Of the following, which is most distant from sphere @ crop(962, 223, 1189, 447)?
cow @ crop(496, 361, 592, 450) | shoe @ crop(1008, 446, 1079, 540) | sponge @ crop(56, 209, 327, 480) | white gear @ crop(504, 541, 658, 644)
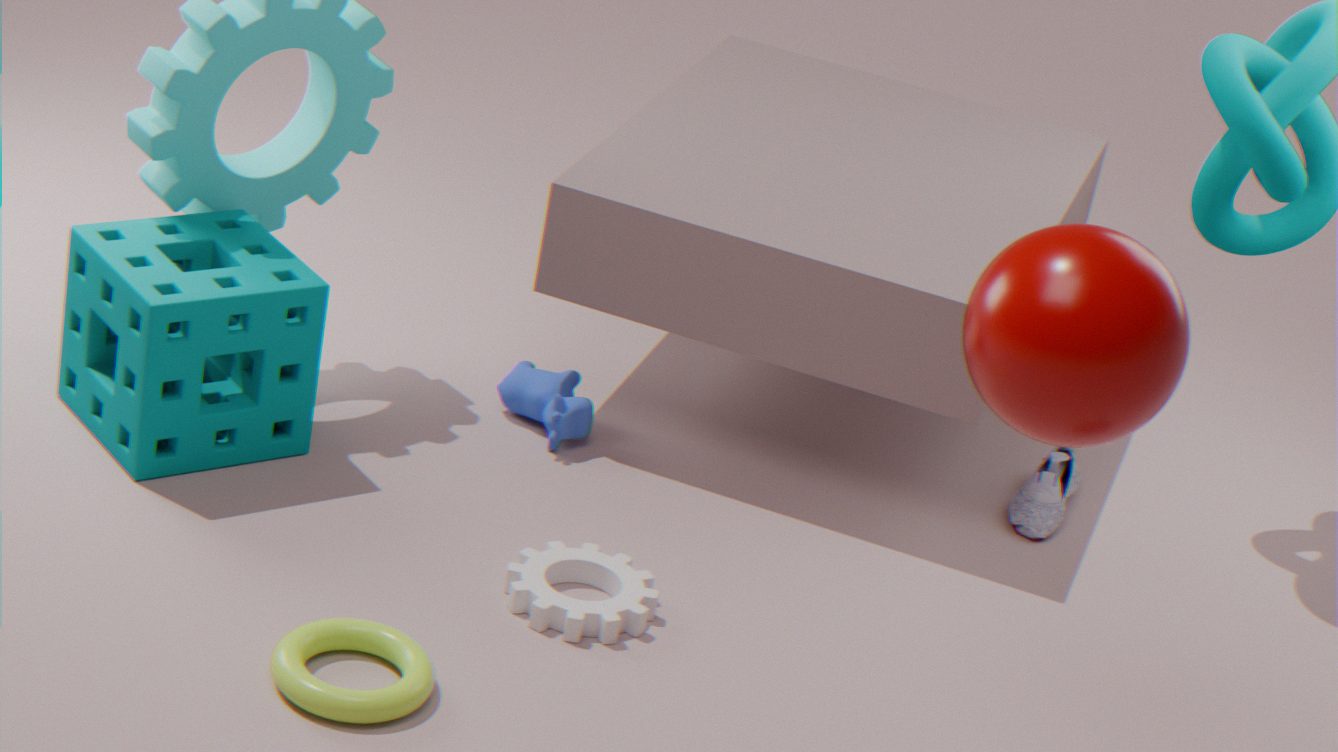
sponge @ crop(56, 209, 327, 480)
